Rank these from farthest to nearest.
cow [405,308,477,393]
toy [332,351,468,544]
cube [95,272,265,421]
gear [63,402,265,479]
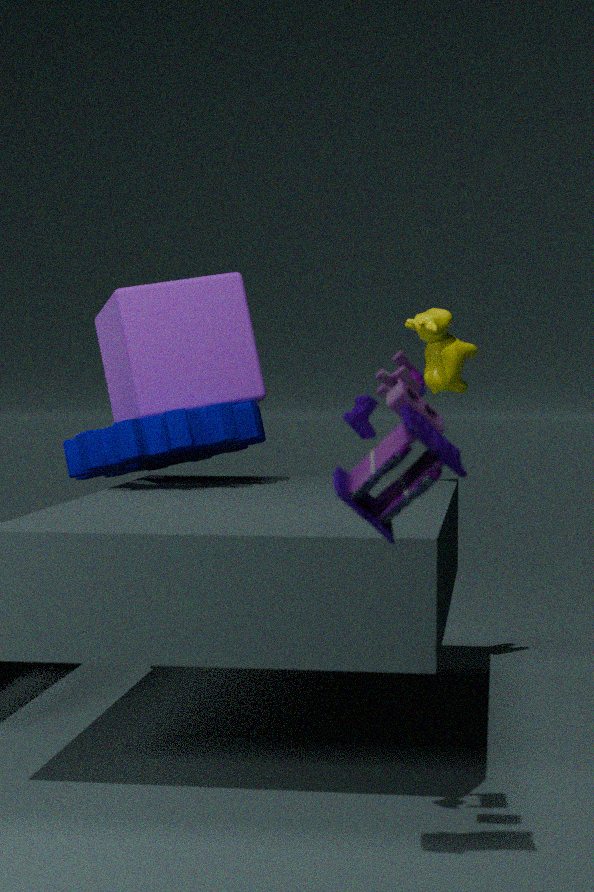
cube [95,272,265,421] < cow [405,308,477,393] < gear [63,402,265,479] < toy [332,351,468,544]
